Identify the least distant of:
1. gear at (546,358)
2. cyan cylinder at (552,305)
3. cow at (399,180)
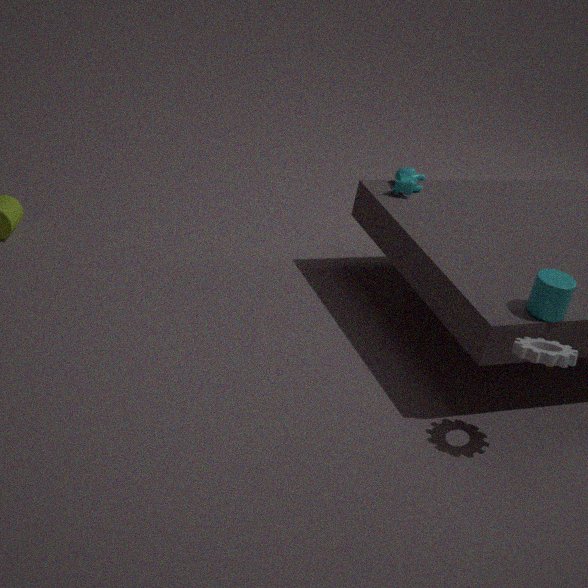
gear at (546,358)
